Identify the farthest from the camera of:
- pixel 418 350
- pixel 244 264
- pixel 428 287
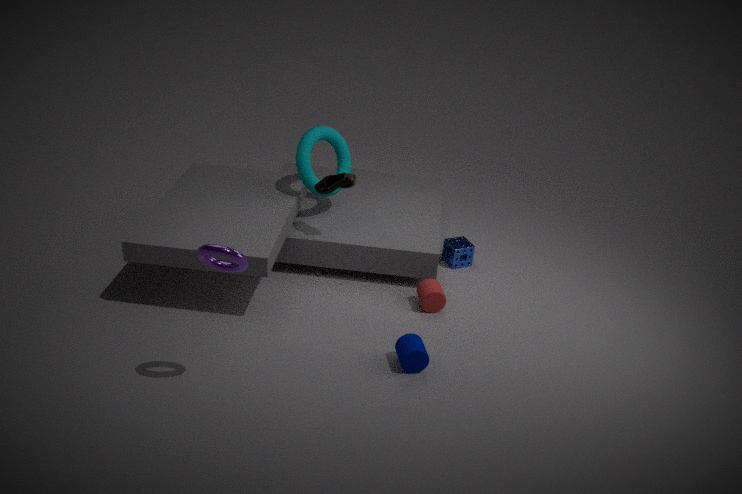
pixel 428 287
